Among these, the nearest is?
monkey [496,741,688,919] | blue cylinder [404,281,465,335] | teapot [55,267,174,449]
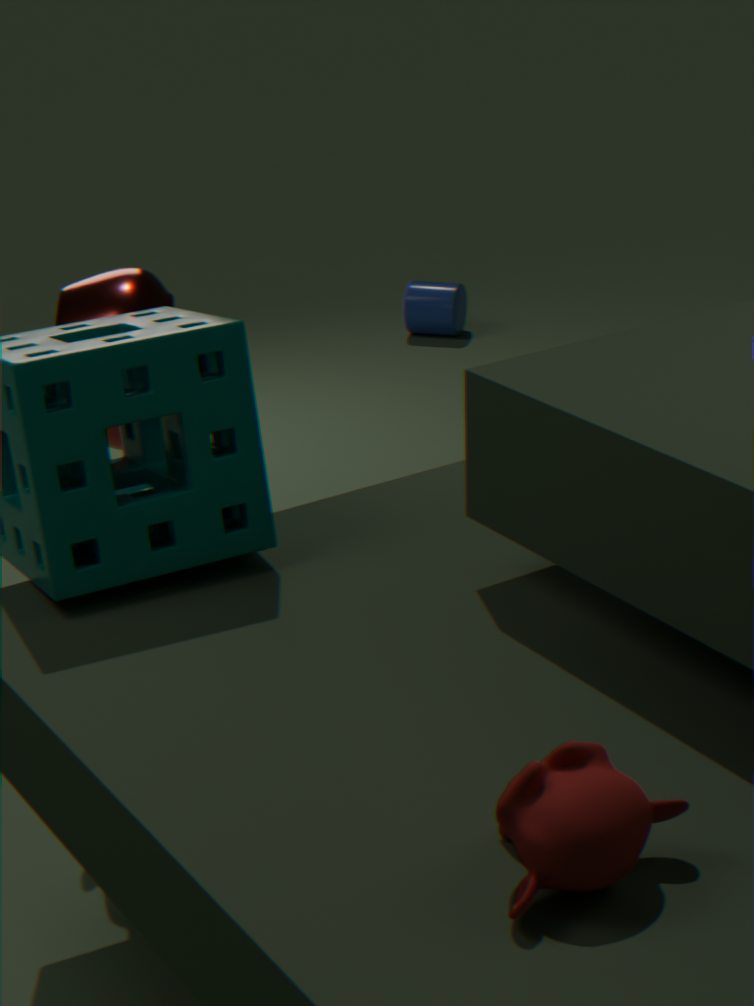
monkey [496,741,688,919]
